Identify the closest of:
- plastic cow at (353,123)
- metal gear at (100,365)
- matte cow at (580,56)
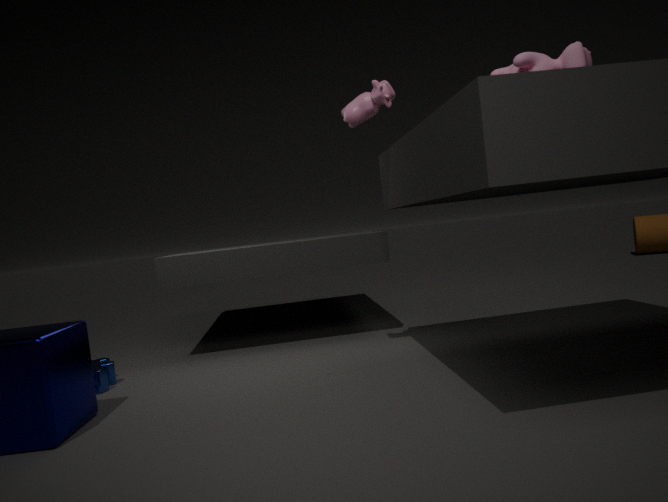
matte cow at (580,56)
